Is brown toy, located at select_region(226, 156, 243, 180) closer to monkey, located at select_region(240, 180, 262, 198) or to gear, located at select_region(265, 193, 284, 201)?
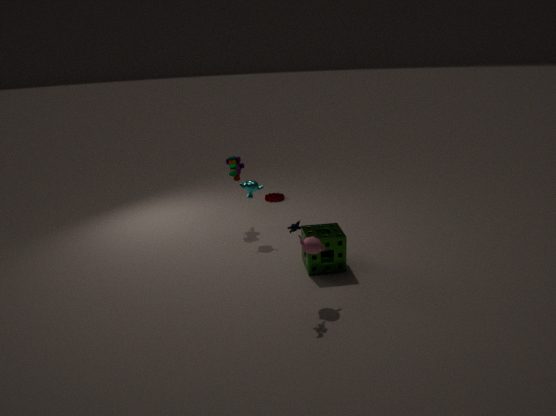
monkey, located at select_region(240, 180, 262, 198)
